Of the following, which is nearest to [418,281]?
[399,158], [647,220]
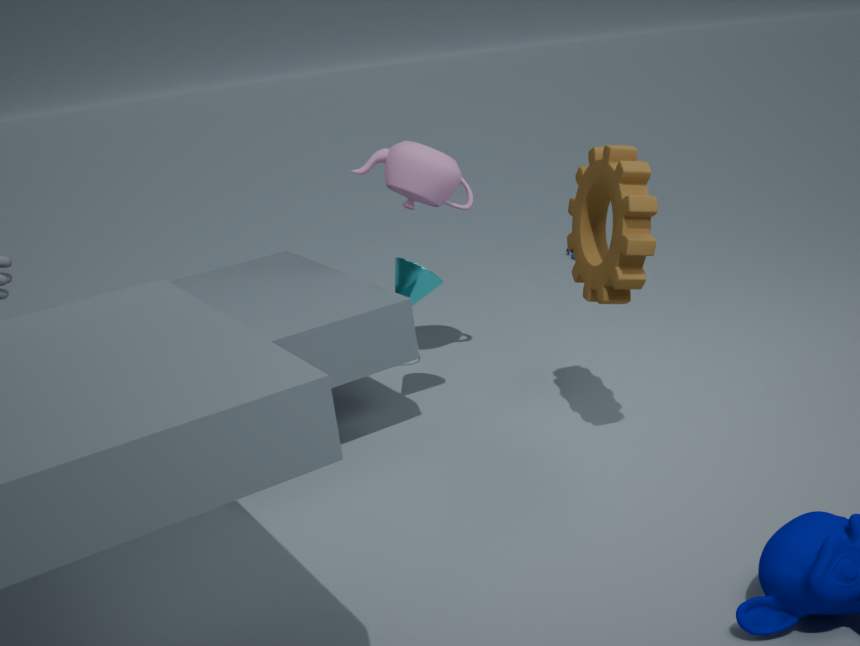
[399,158]
